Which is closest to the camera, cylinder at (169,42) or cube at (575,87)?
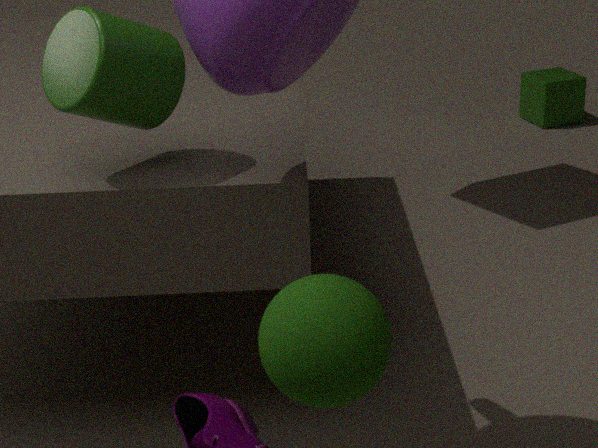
cylinder at (169,42)
